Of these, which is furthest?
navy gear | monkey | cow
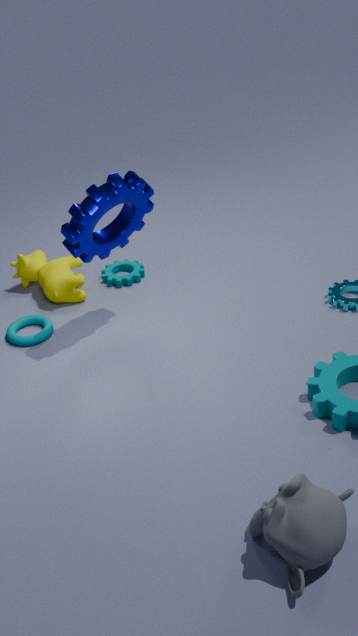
cow
